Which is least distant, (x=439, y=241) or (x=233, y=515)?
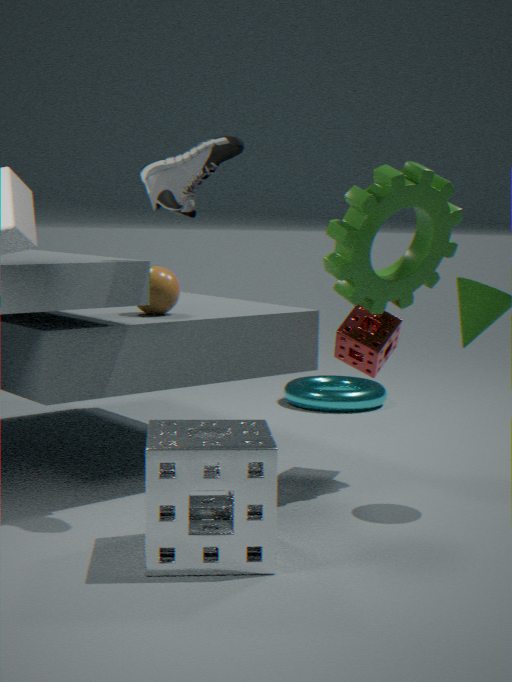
(x=233, y=515)
